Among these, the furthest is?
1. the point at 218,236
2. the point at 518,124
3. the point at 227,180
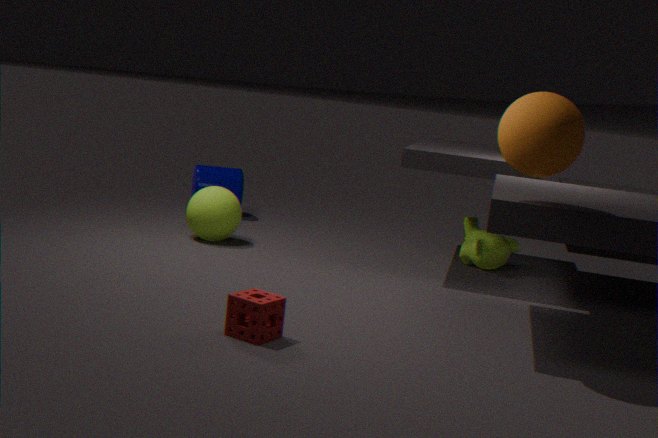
the point at 227,180
